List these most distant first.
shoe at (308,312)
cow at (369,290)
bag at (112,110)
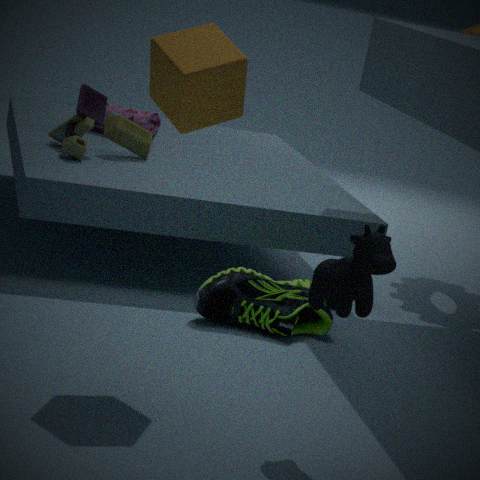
bag at (112,110) < shoe at (308,312) < cow at (369,290)
